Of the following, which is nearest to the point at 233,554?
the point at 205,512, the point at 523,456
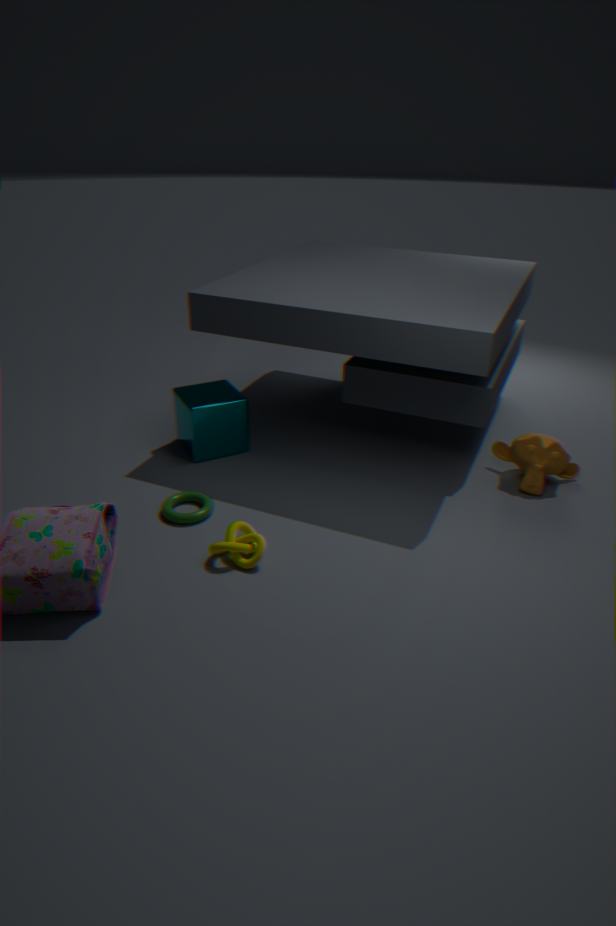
the point at 205,512
